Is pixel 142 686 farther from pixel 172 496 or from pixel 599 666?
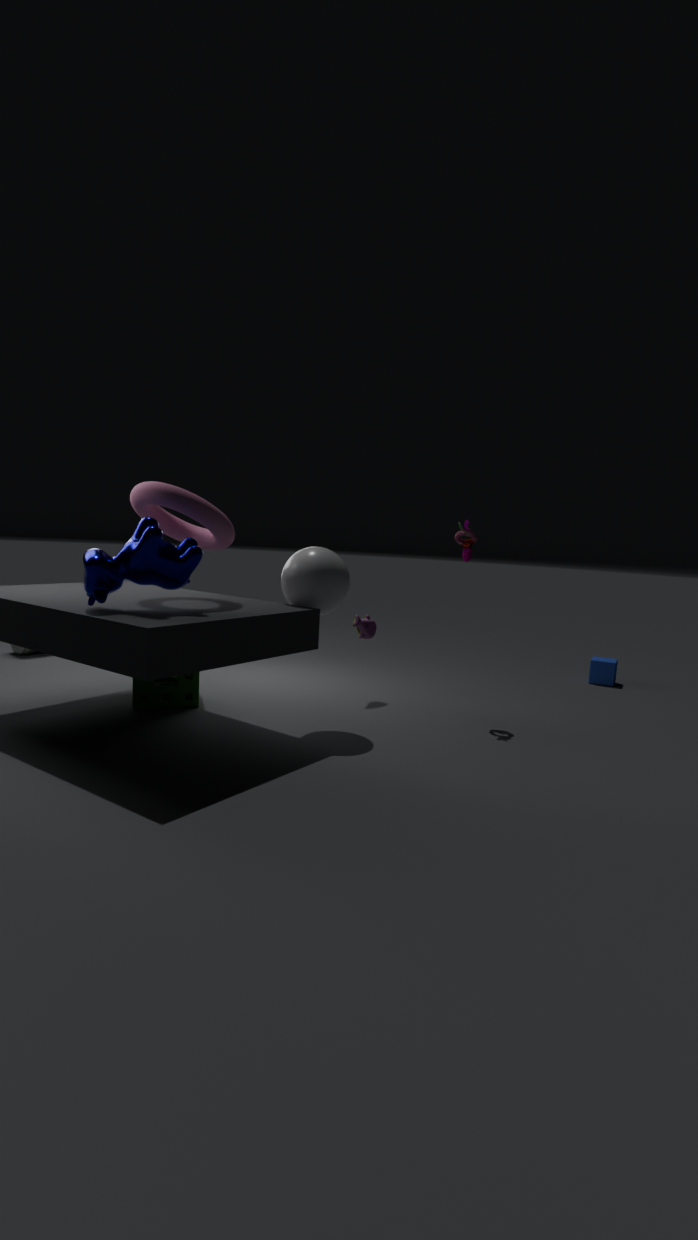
pixel 599 666
